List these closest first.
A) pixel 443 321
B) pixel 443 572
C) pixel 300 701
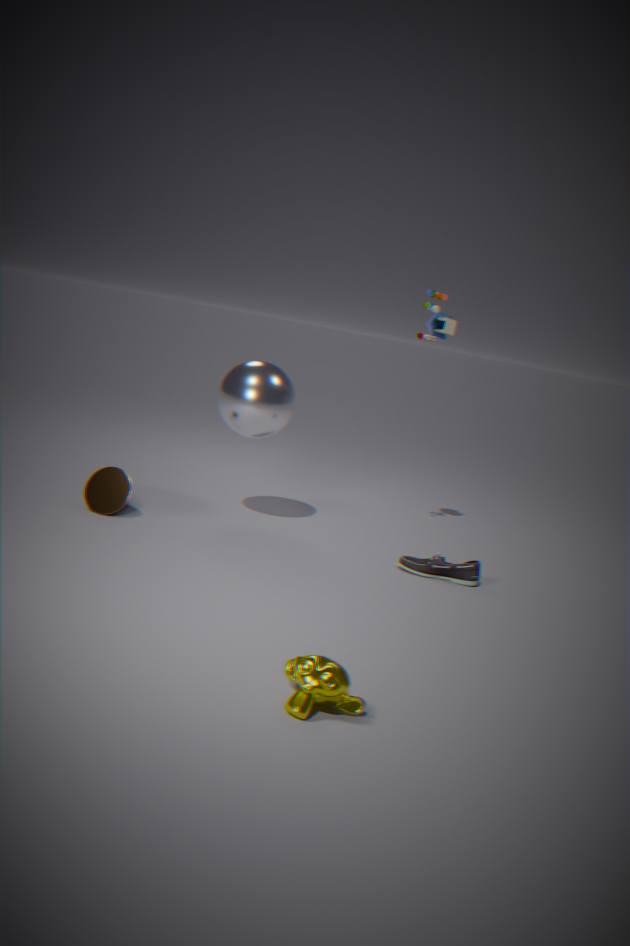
1. pixel 300 701
2. pixel 443 572
3. pixel 443 321
